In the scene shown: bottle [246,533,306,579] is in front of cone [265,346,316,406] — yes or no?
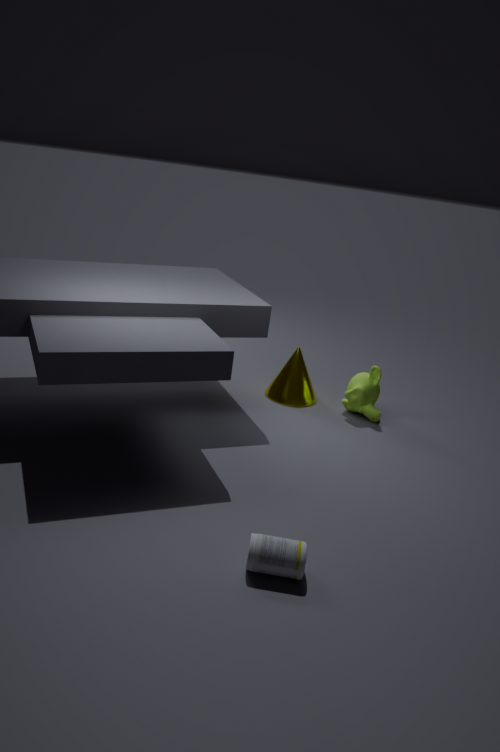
Yes
